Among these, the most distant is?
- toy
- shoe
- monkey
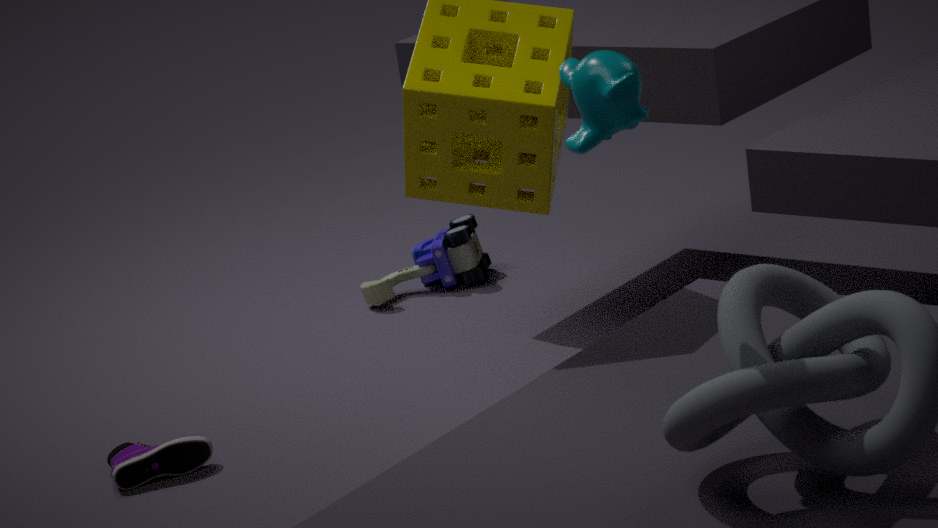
toy
